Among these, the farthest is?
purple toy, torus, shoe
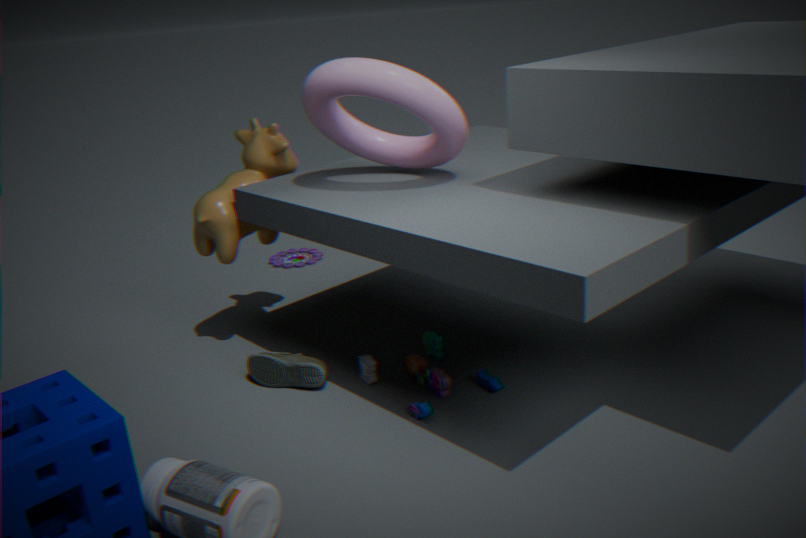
purple toy
